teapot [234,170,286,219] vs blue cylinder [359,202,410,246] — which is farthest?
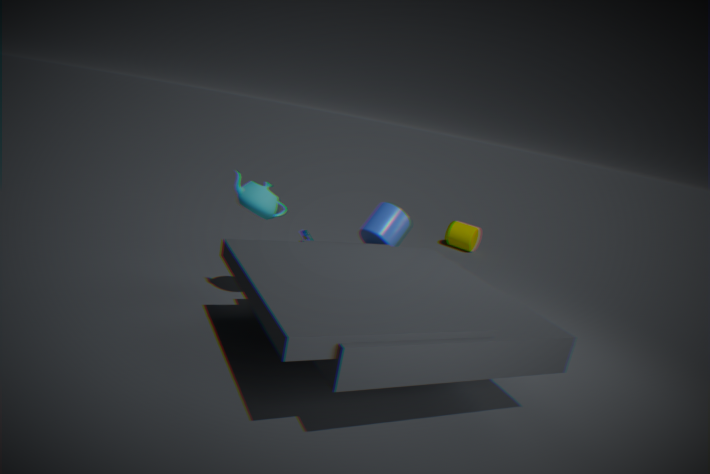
blue cylinder [359,202,410,246]
